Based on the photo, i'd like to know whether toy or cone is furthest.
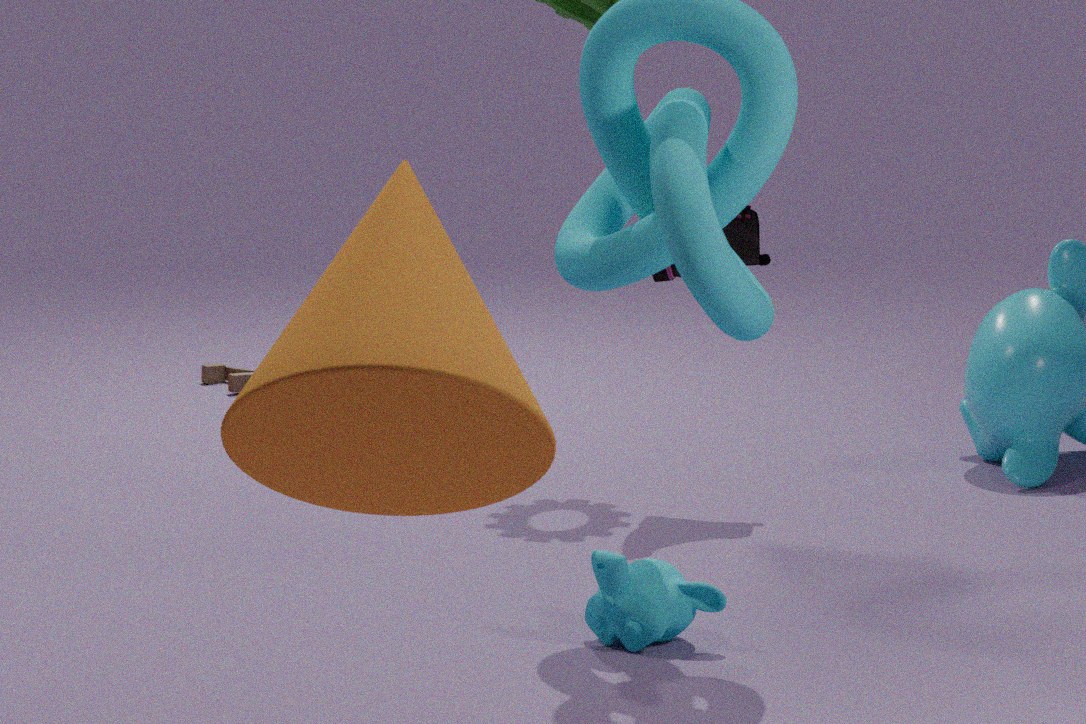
toy
